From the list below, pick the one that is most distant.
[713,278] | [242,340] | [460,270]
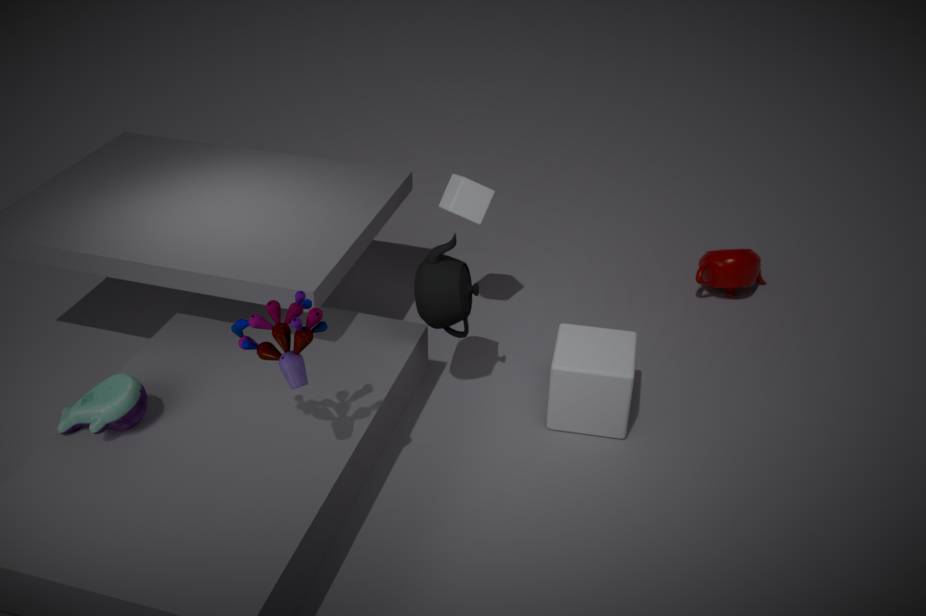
[713,278]
